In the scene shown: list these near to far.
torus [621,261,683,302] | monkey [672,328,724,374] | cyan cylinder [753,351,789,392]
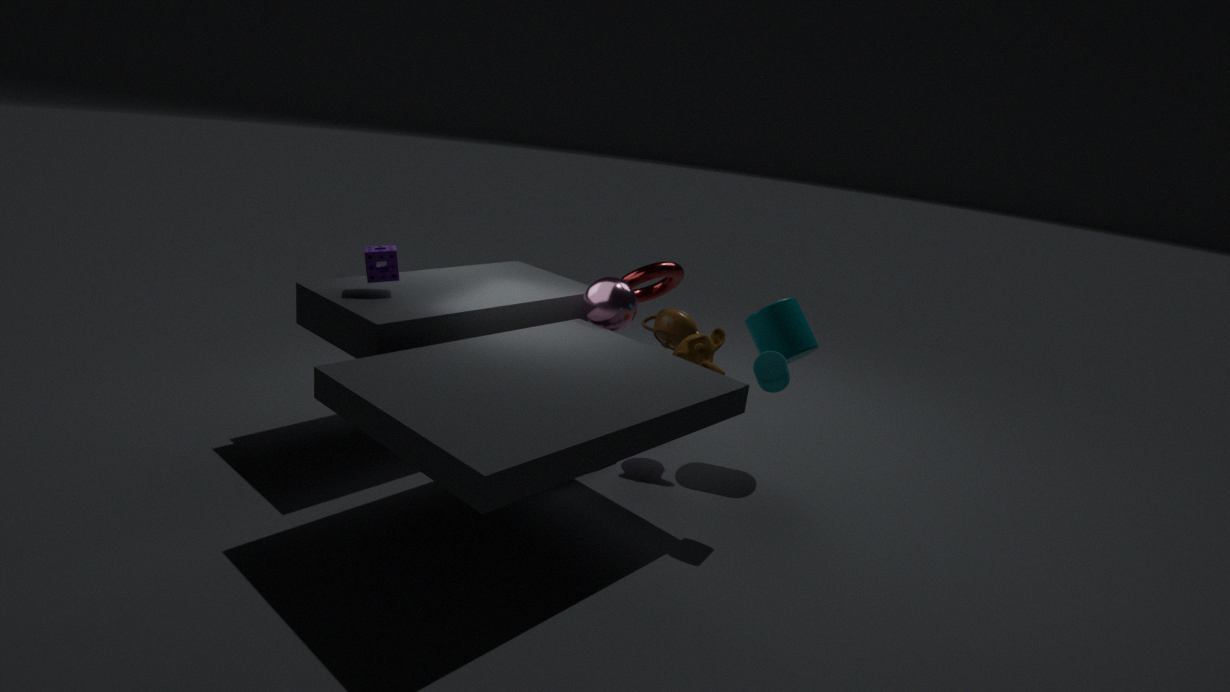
cyan cylinder [753,351,789,392], monkey [672,328,724,374], torus [621,261,683,302]
